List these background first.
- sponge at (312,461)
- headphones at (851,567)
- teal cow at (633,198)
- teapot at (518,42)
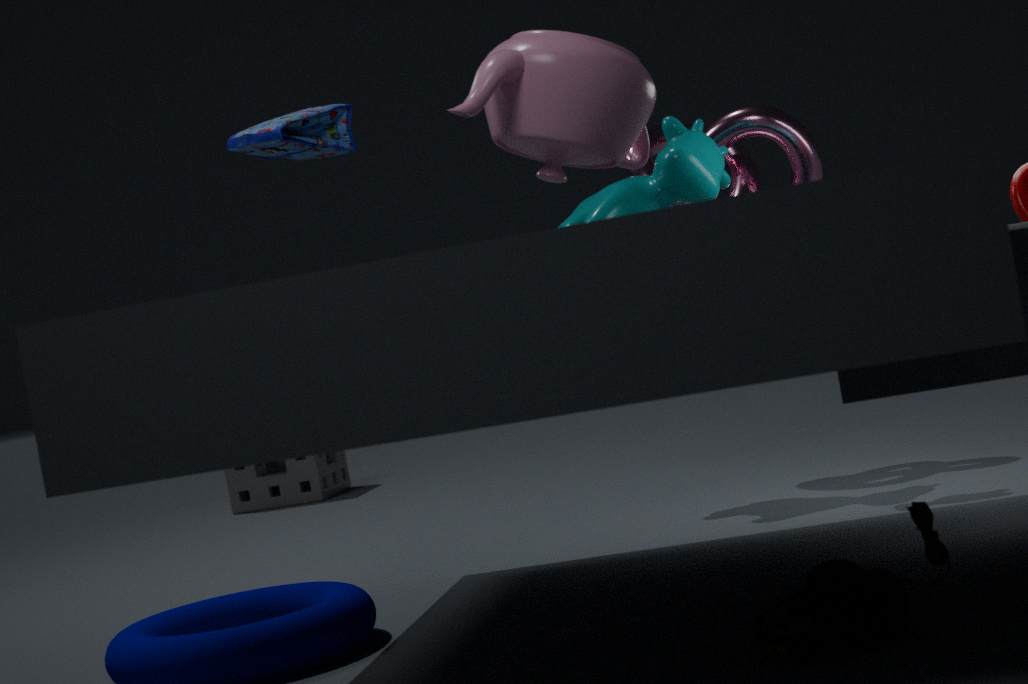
1. sponge at (312,461)
2. teal cow at (633,198)
3. teapot at (518,42)
4. headphones at (851,567)
